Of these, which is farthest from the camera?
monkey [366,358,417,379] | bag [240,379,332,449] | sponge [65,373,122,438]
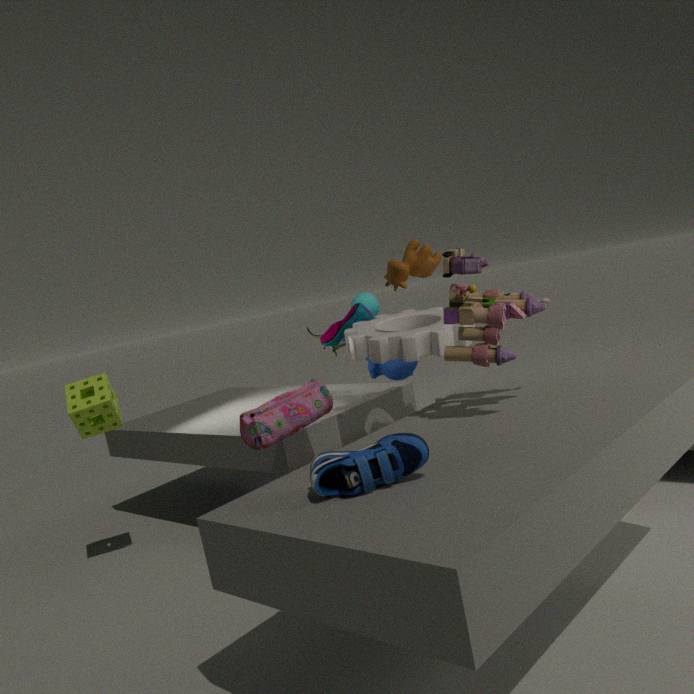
monkey [366,358,417,379]
